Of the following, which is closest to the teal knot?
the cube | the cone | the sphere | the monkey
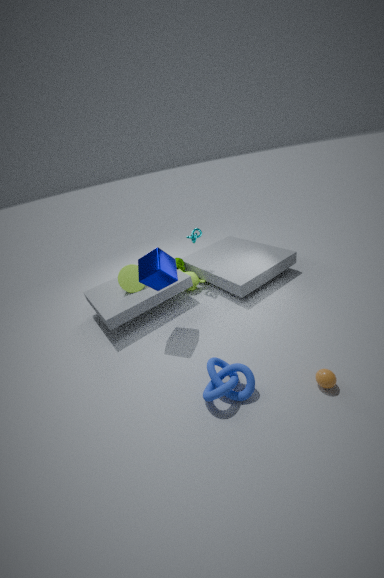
the monkey
